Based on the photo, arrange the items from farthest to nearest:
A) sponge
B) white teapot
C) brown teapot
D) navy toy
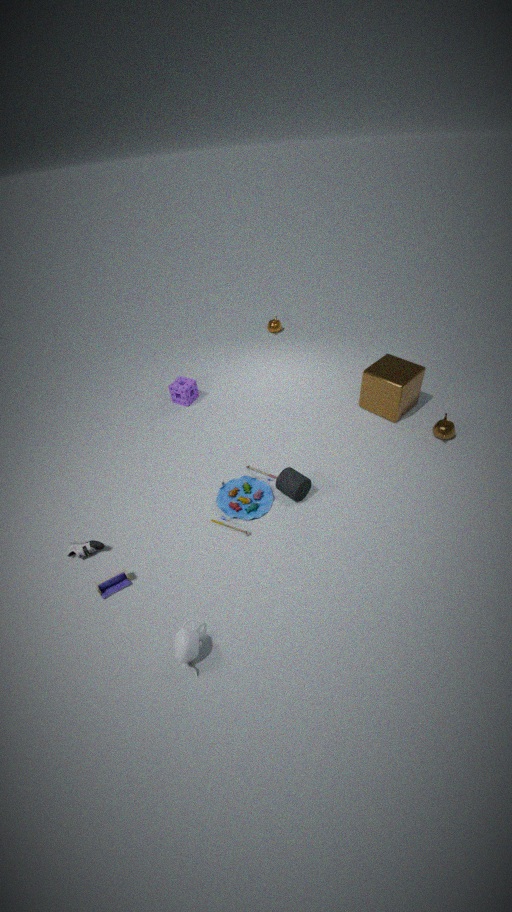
sponge
brown teapot
navy toy
white teapot
